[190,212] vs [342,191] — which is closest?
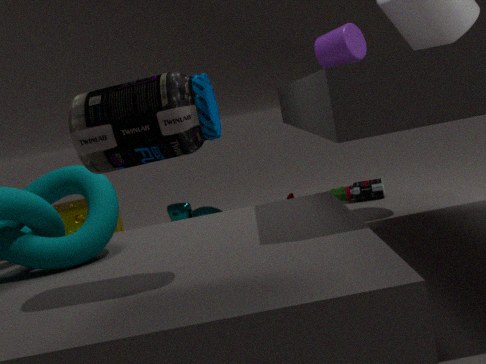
[190,212]
